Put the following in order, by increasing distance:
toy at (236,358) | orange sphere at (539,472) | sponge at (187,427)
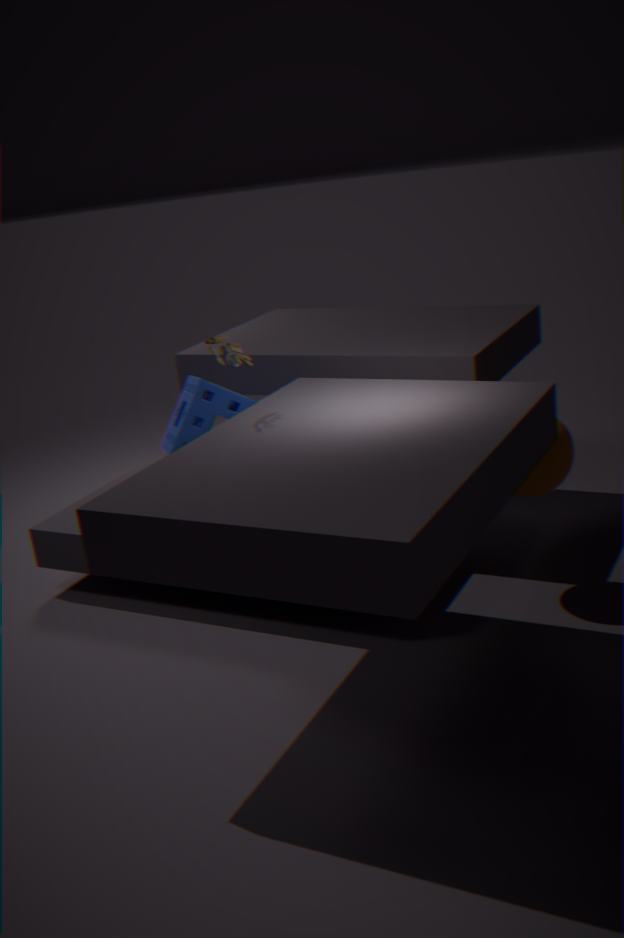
toy at (236,358) < orange sphere at (539,472) < sponge at (187,427)
